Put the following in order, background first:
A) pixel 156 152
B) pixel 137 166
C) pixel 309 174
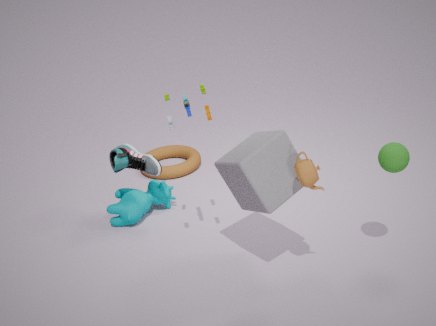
pixel 156 152, pixel 137 166, pixel 309 174
